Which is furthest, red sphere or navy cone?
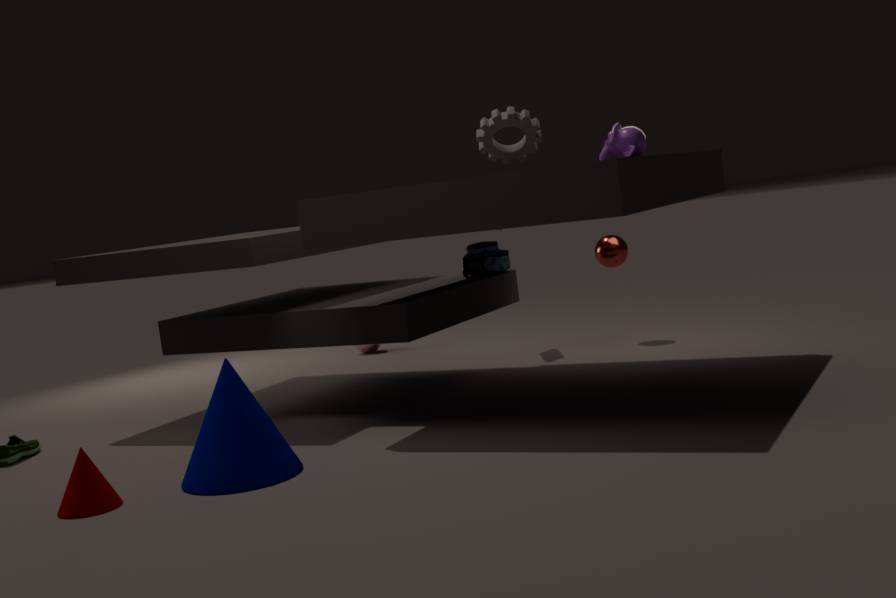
red sphere
